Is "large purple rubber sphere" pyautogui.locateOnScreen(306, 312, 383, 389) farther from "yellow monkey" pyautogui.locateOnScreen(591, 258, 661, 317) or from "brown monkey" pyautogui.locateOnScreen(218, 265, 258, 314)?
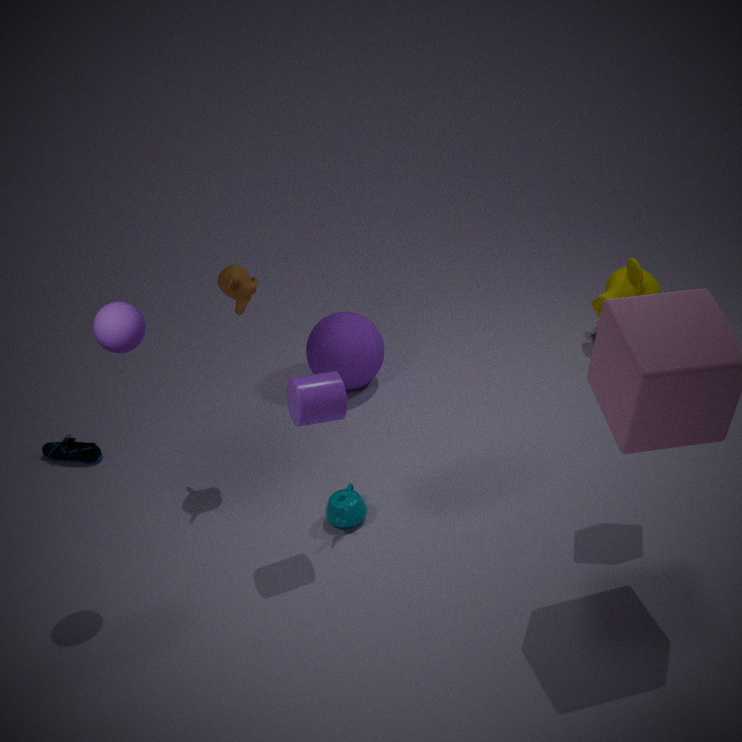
"yellow monkey" pyautogui.locateOnScreen(591, 258, 661, 317)
